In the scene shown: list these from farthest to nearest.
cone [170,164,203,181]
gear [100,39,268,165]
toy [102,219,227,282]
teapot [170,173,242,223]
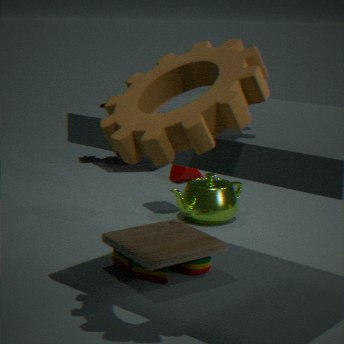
cone [170,164,203,181], teapot [170,173,242,223], toy [102,219,227,282], gear [100,39,268,165]
